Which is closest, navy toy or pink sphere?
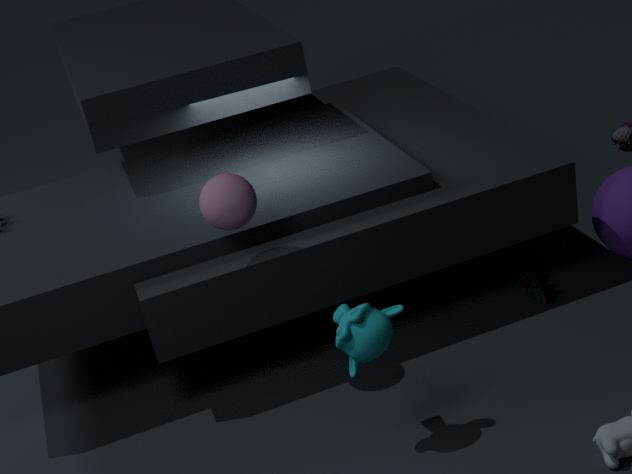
pink sphere
